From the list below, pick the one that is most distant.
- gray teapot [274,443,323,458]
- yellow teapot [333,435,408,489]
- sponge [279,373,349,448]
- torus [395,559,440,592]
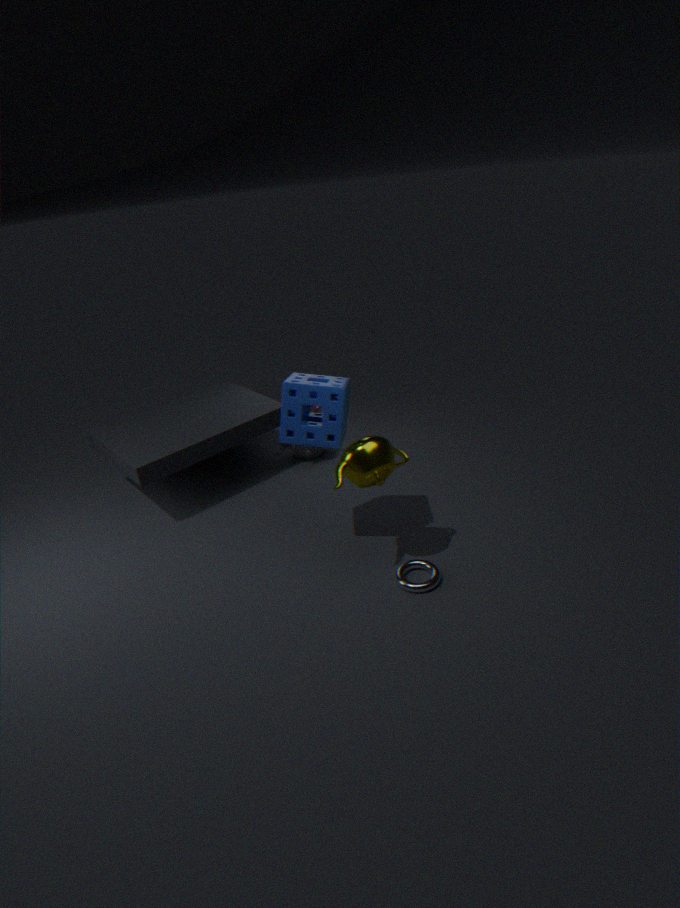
gray teapot [274,443,323,458]
